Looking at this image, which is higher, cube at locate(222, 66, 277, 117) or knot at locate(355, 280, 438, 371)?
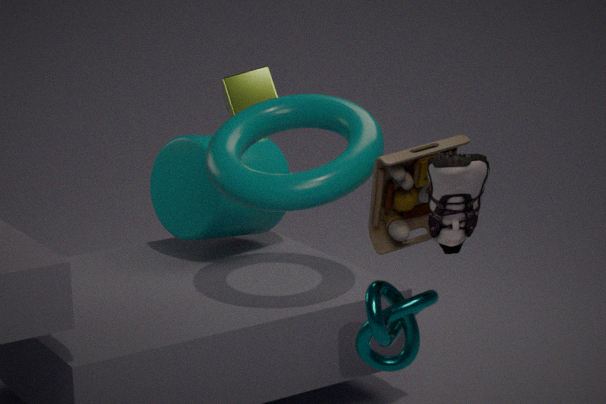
cube at locate(222, 66, 277, 117)
